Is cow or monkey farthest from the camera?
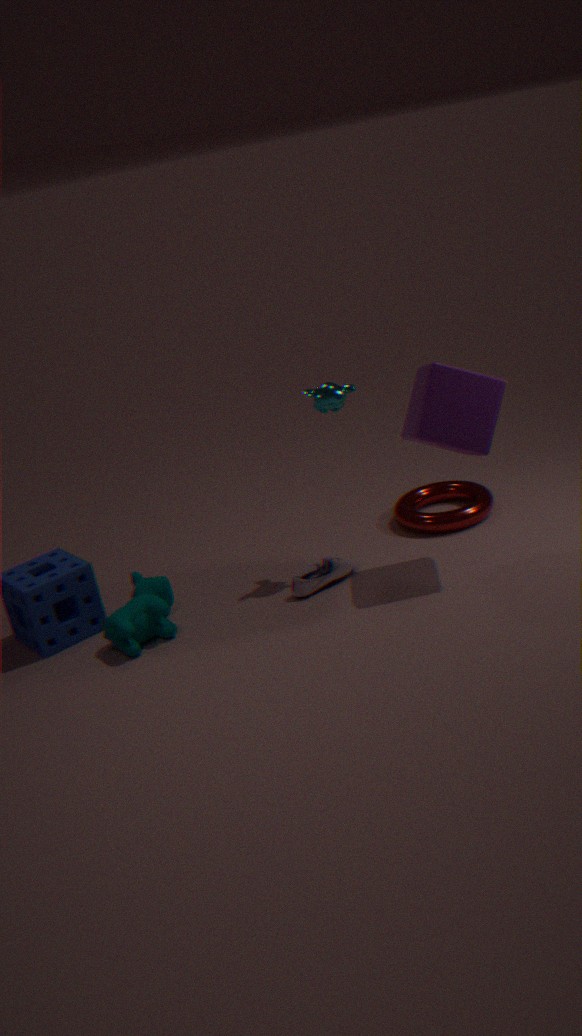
monkey
